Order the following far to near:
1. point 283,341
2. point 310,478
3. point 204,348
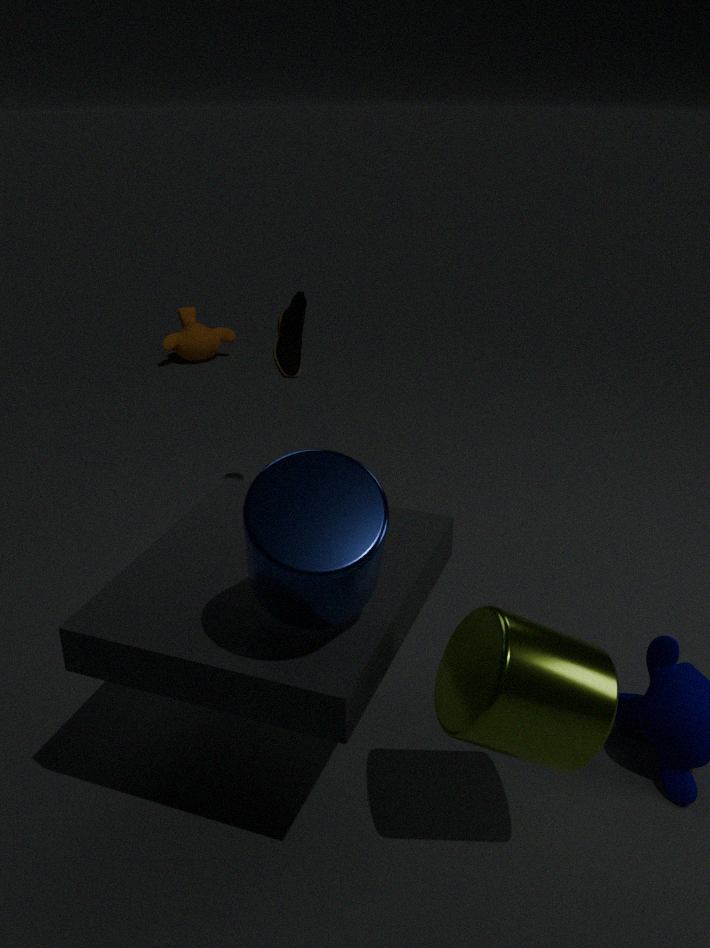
point 204,348 < point 283,341 < point 310,478
